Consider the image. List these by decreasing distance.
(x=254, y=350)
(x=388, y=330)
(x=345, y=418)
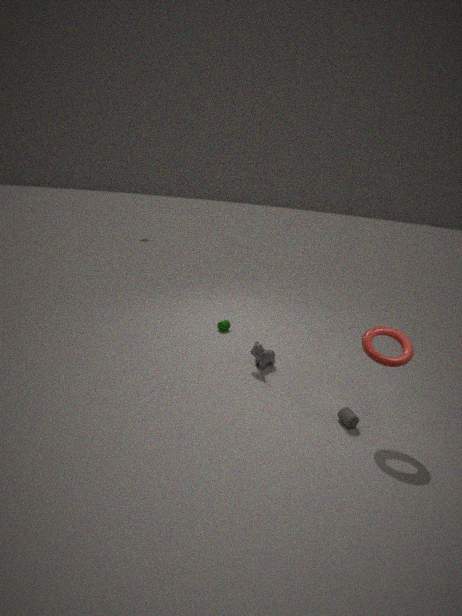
(x=254, y=350)
(x=345, y=418)
(x=388, y=330)
